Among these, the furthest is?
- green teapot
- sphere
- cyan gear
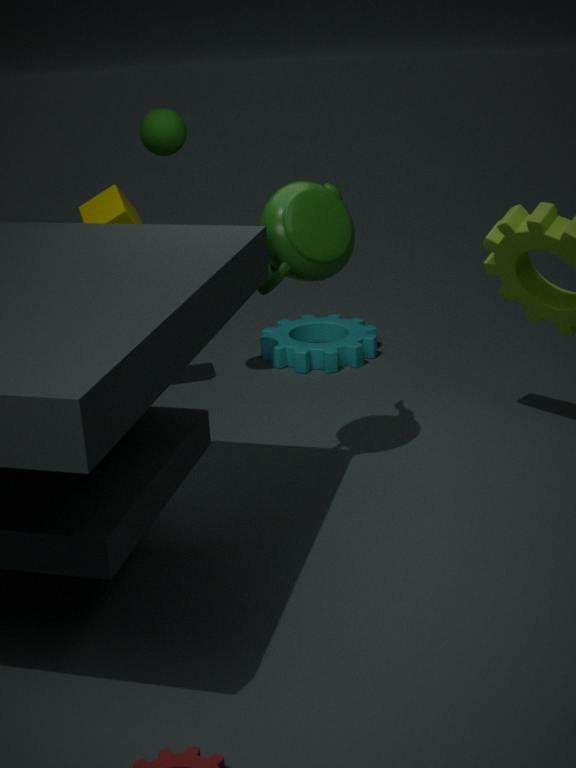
cyan gear
